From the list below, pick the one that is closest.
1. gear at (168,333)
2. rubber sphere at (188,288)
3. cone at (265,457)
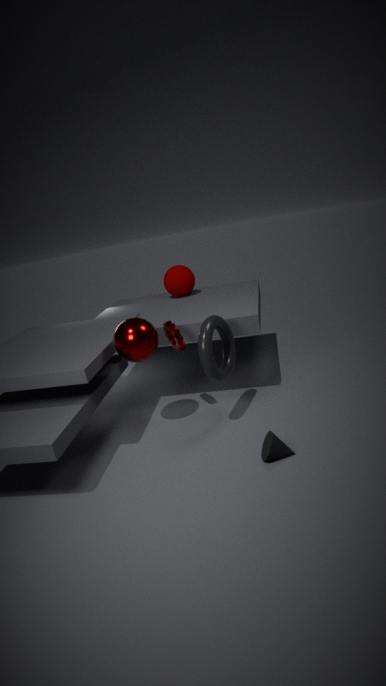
cone at (265,457)
